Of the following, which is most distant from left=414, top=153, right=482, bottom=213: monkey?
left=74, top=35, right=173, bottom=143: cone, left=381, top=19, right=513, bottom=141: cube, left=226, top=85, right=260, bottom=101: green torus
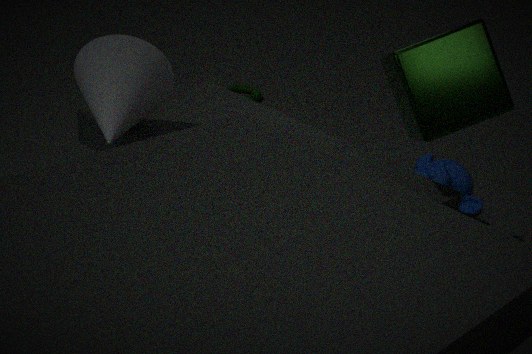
left=226, top=85, right=260, bottom=101: green torus
